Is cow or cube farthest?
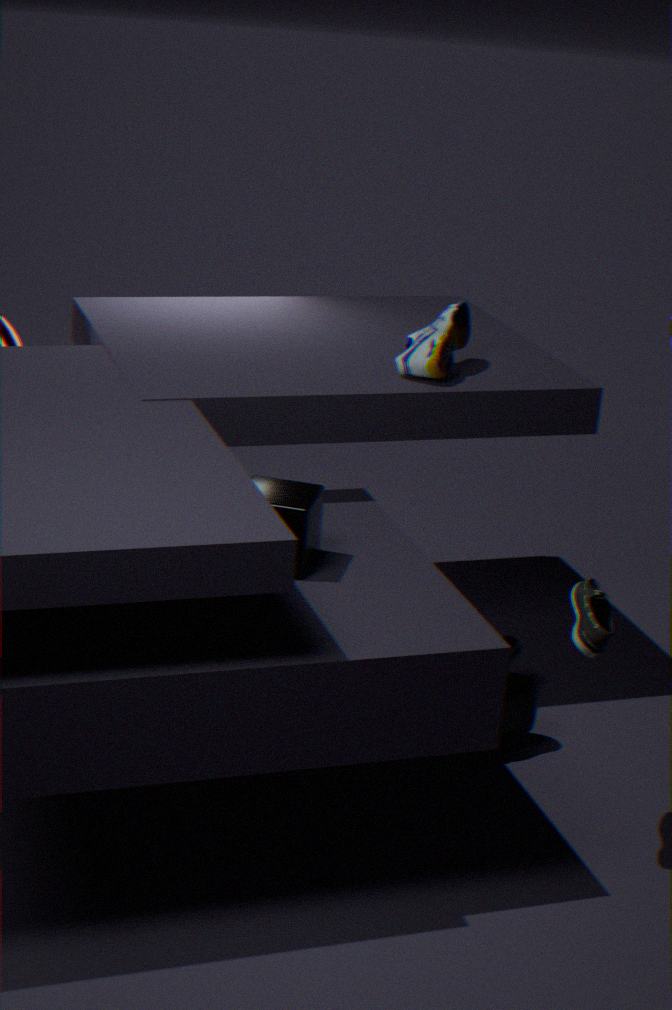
cow
